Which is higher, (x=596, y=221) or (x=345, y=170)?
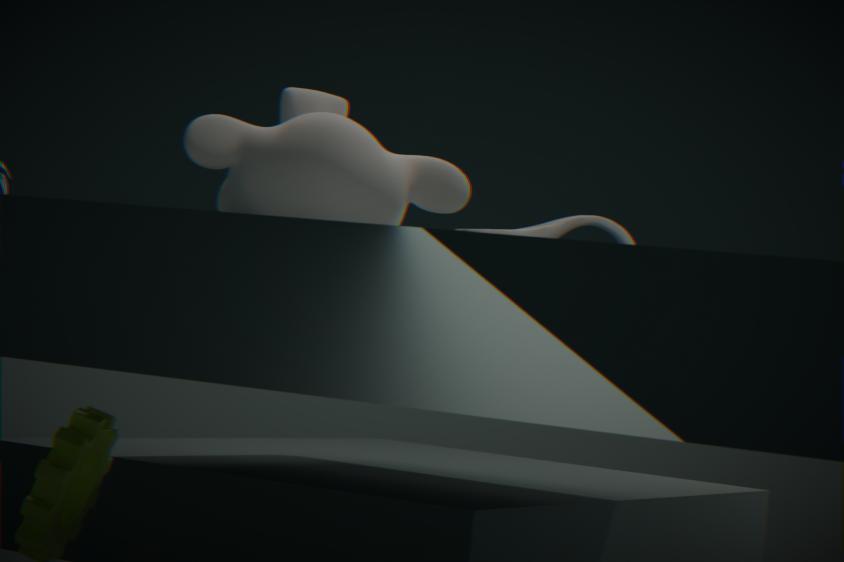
(x=345, y=170)
